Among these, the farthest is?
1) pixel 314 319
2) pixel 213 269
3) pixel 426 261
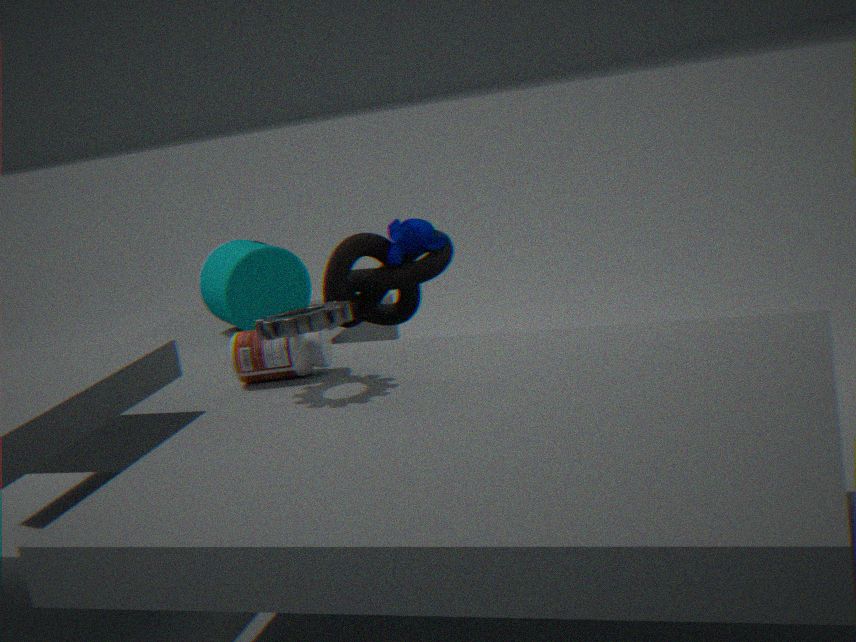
2. pixel 213 269
